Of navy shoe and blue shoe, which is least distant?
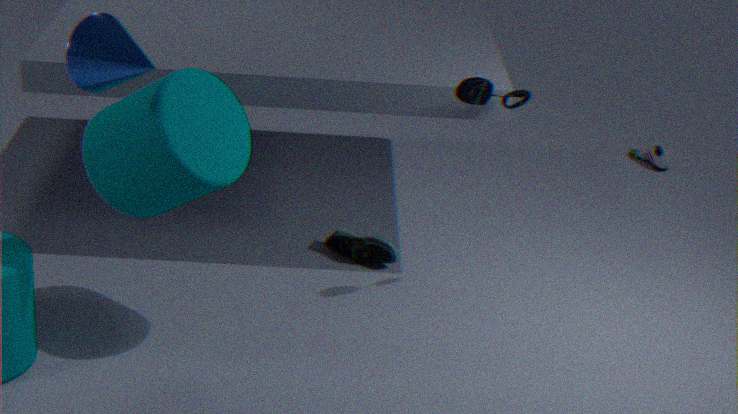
blue shoe
